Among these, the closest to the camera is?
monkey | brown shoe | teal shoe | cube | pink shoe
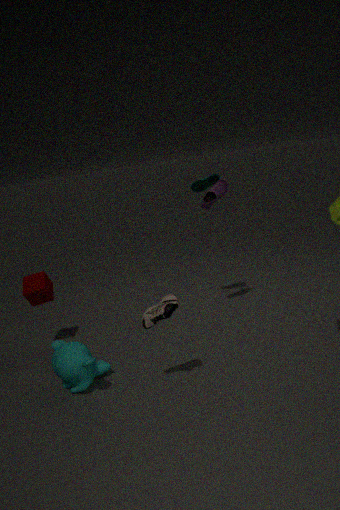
brown shoe
